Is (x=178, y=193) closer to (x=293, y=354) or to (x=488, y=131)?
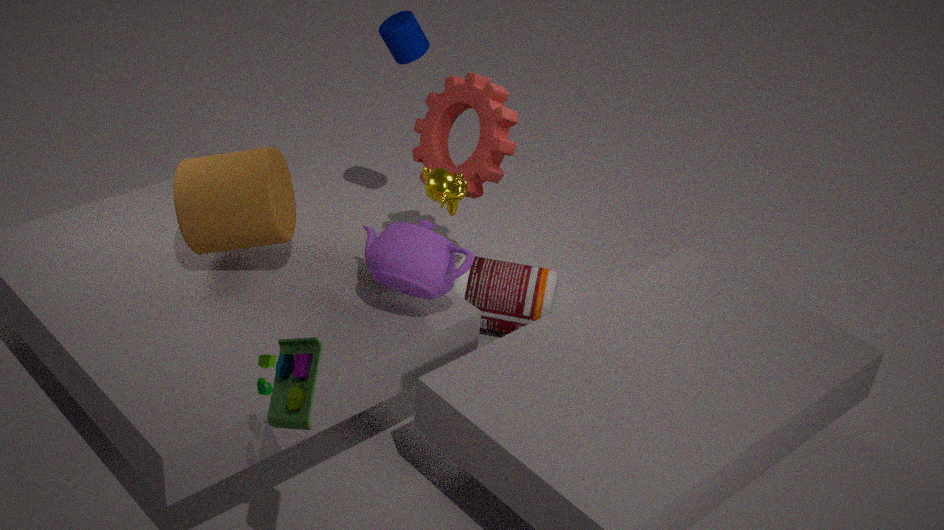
(x=488, y=131)
